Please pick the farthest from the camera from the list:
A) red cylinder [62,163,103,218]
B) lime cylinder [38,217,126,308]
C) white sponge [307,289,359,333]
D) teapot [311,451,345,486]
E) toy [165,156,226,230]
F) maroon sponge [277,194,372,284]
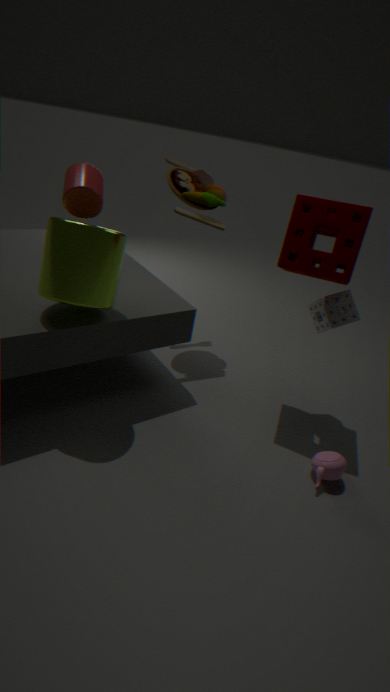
toy [165,156,226,230]
